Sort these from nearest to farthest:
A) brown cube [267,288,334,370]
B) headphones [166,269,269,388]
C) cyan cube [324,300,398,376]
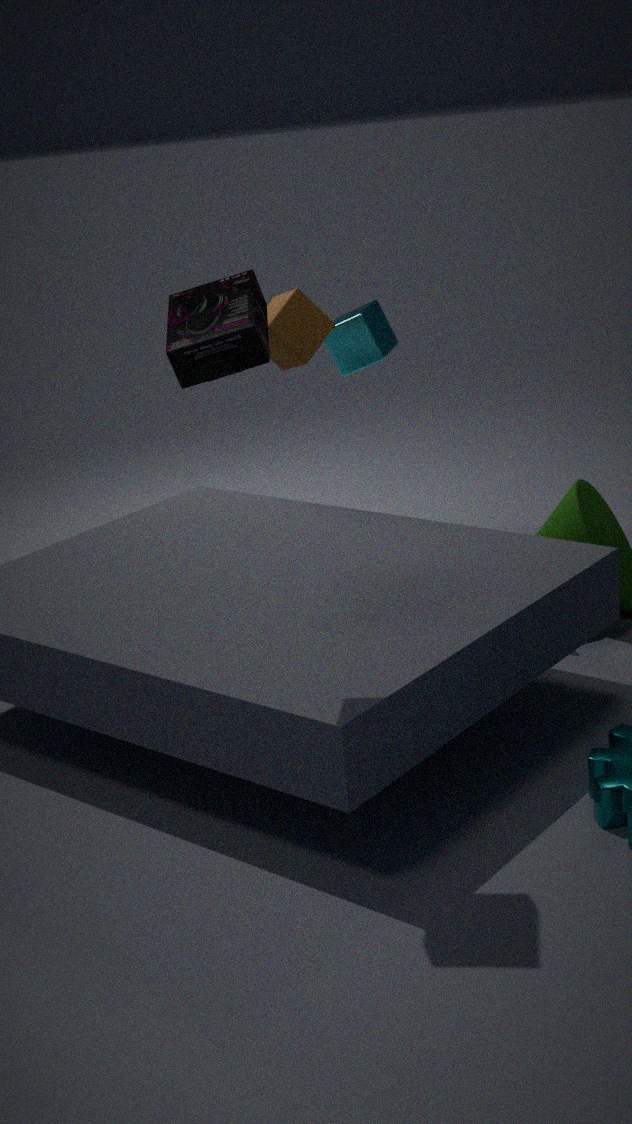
B. headphones [166,269,269,388] → A. brown cube [267,288,334,370] → C. cyan cube [324,300,398,376]
